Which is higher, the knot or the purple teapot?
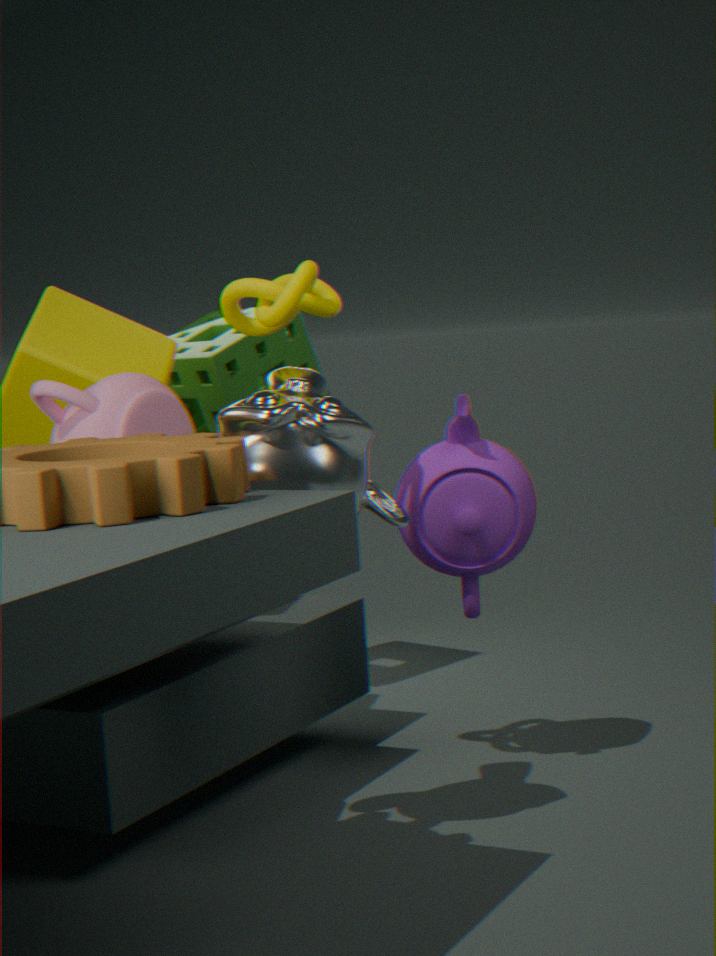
the knot
